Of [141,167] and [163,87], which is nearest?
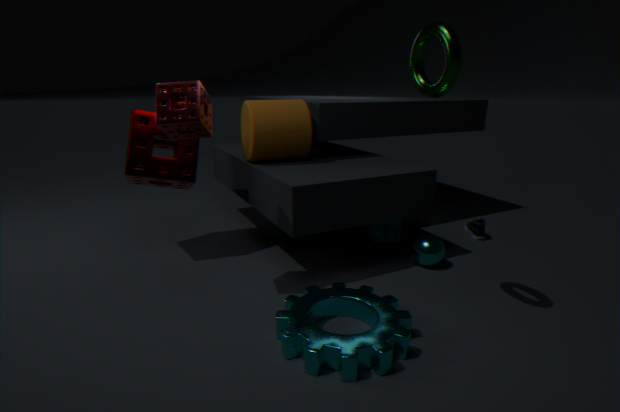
[163,87]
